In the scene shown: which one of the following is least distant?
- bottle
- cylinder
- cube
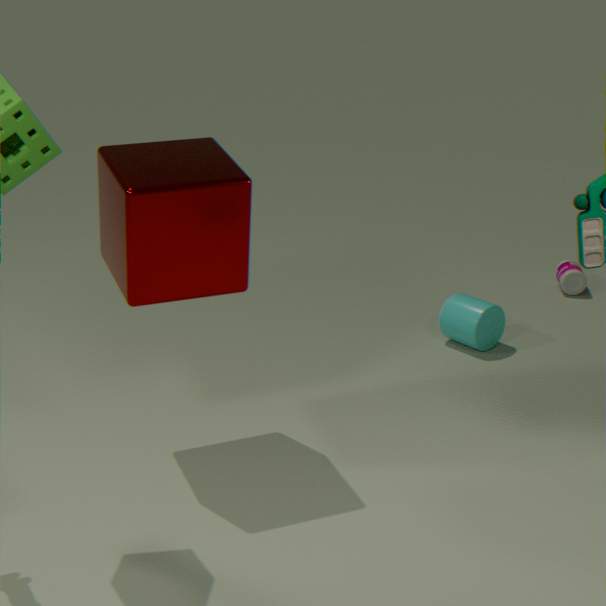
cube
